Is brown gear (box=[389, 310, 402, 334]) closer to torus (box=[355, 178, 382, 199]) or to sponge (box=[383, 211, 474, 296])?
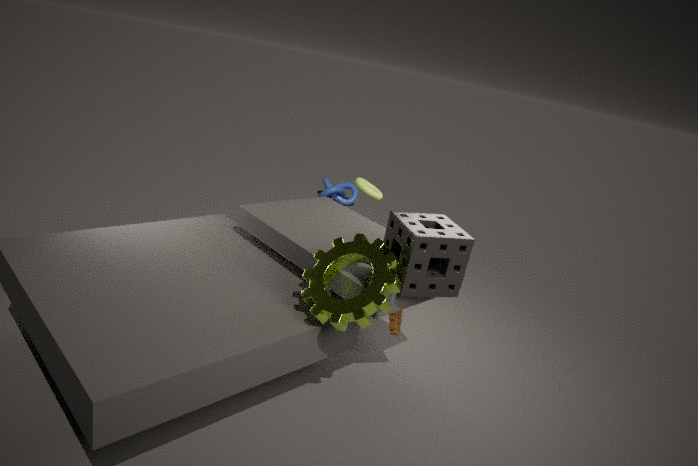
sponge (box=[383, 211, 474, 296])
